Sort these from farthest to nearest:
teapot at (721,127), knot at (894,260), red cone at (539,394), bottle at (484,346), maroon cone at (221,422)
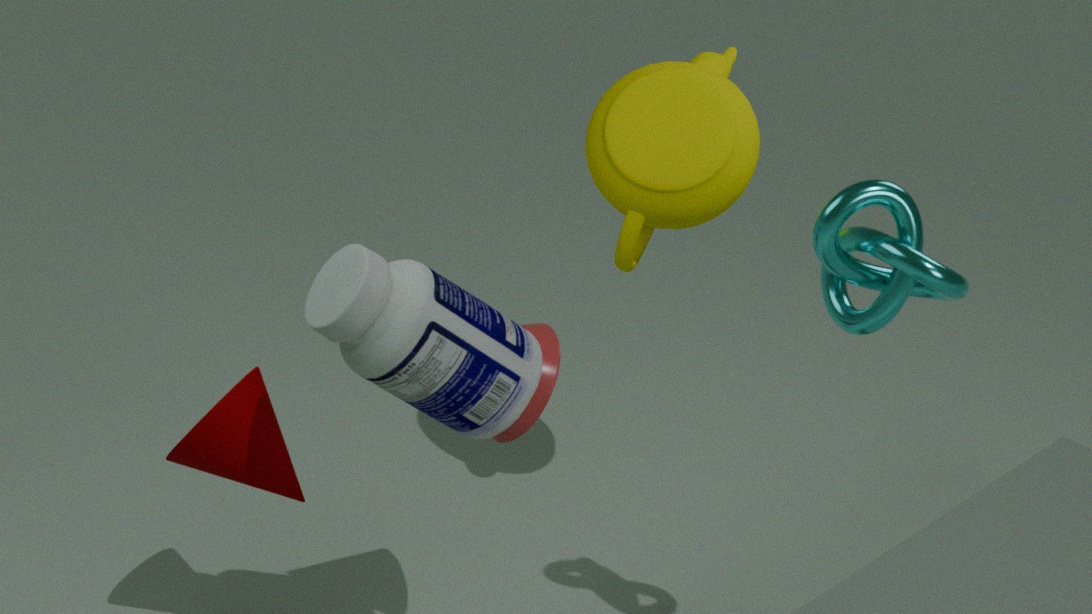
teapot at (721,127)
red cone at (539,394)
maroon cone at (221,422)
knot at (894,260)
bottle at (484,346)
